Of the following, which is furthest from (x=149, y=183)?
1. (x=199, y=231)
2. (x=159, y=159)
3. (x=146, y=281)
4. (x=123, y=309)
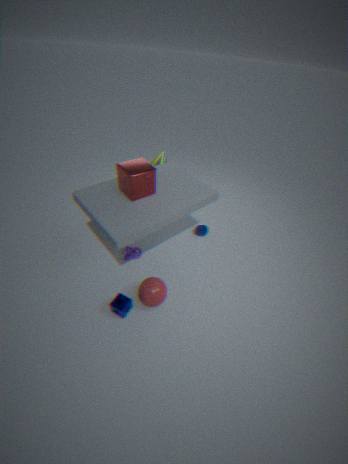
(x=123, y=309)
